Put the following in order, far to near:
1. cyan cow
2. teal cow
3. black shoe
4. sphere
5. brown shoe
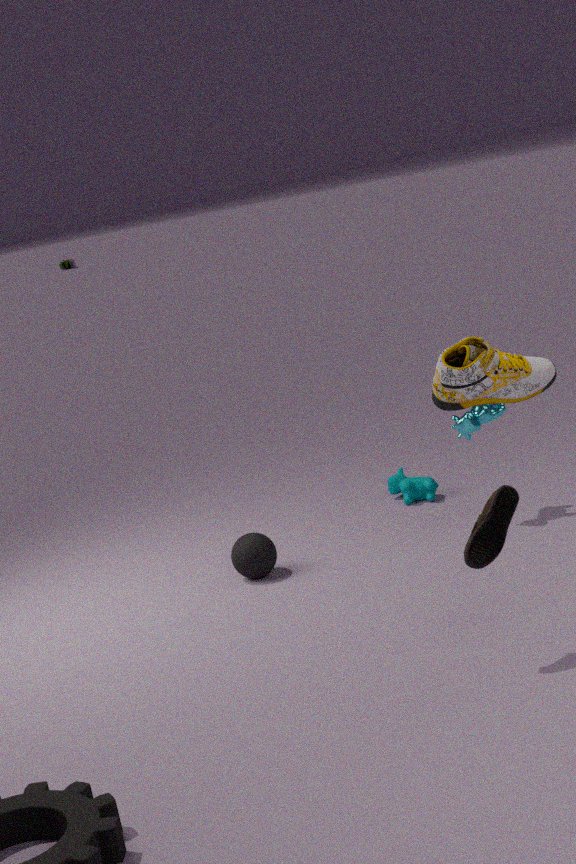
teal cow, cyan cow, sphere, brown shoe, black shoe
